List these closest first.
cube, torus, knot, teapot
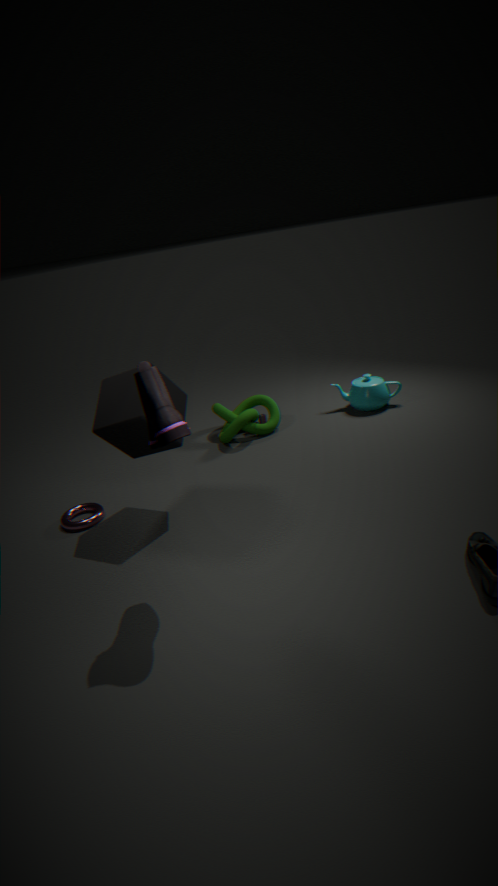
cube → torus → knot → teapot
